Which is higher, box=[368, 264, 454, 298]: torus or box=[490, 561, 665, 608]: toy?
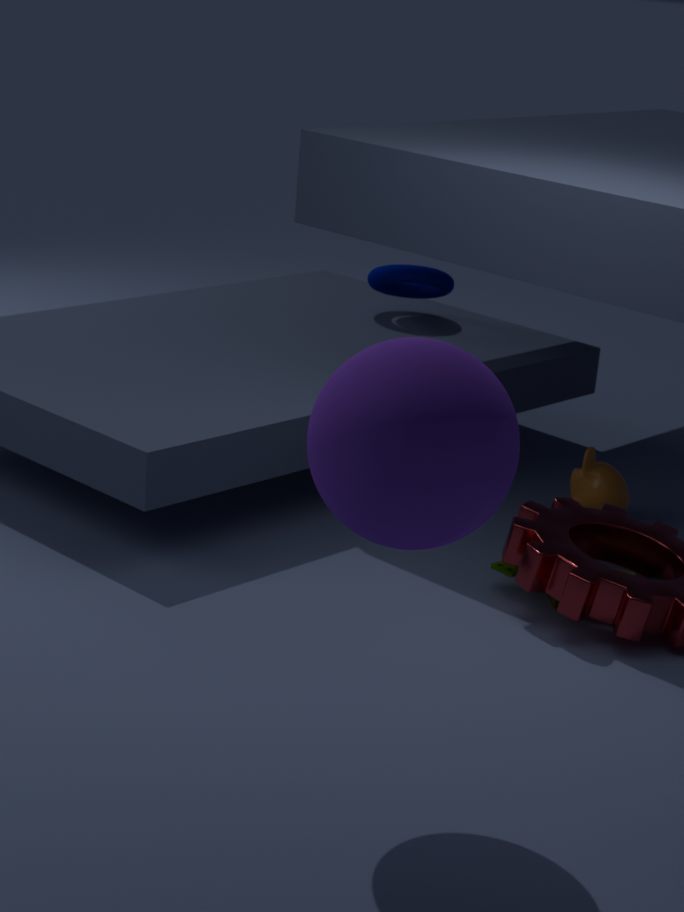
box=[368, 264, 454, 298]: torus
